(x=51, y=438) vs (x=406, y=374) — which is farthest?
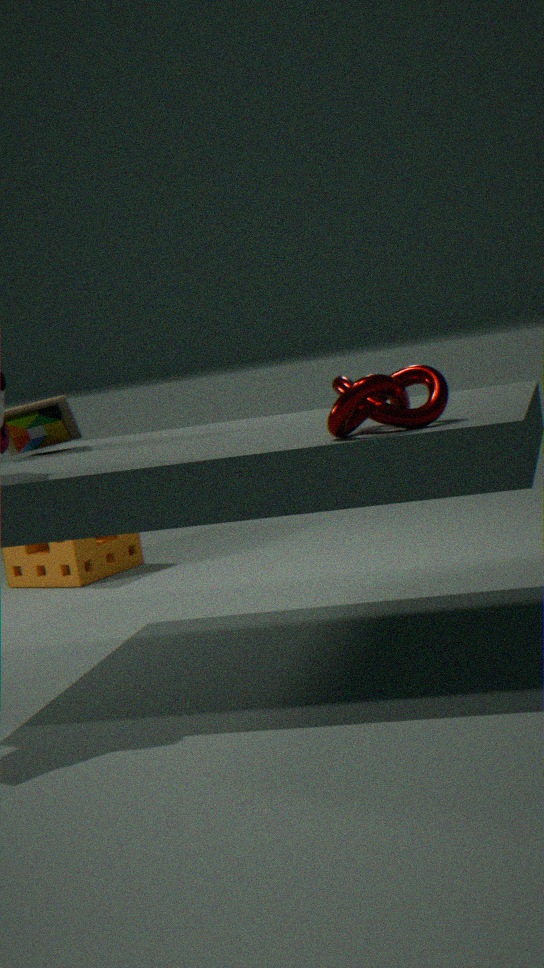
(x=51, y=438)
